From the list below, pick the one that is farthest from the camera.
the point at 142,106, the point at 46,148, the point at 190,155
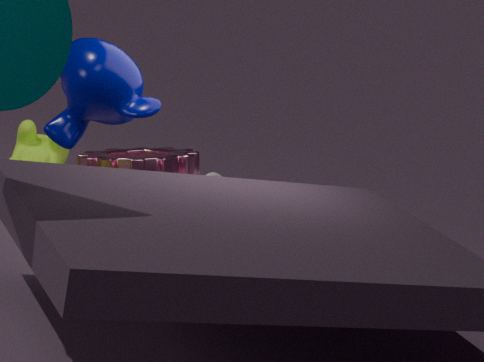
the point at 190,155
